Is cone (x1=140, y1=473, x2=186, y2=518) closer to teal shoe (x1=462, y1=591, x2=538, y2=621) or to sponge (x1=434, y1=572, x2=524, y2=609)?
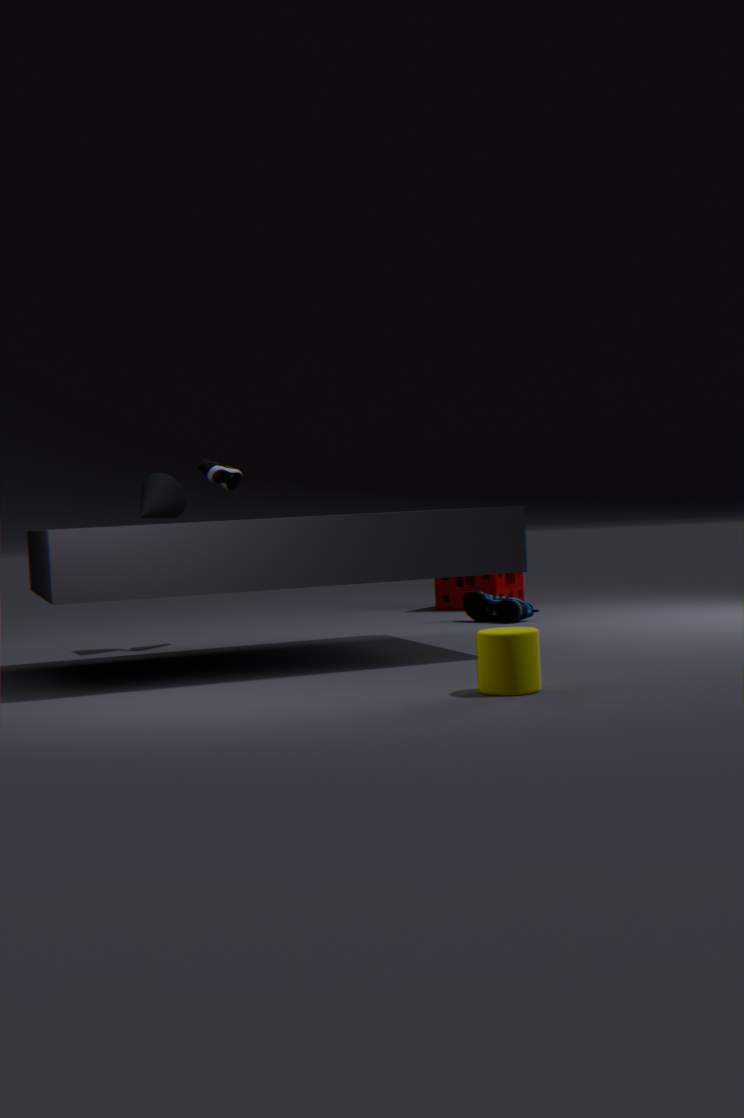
teal shoe (x1=462, y1=591, x2=538, y2=621)
